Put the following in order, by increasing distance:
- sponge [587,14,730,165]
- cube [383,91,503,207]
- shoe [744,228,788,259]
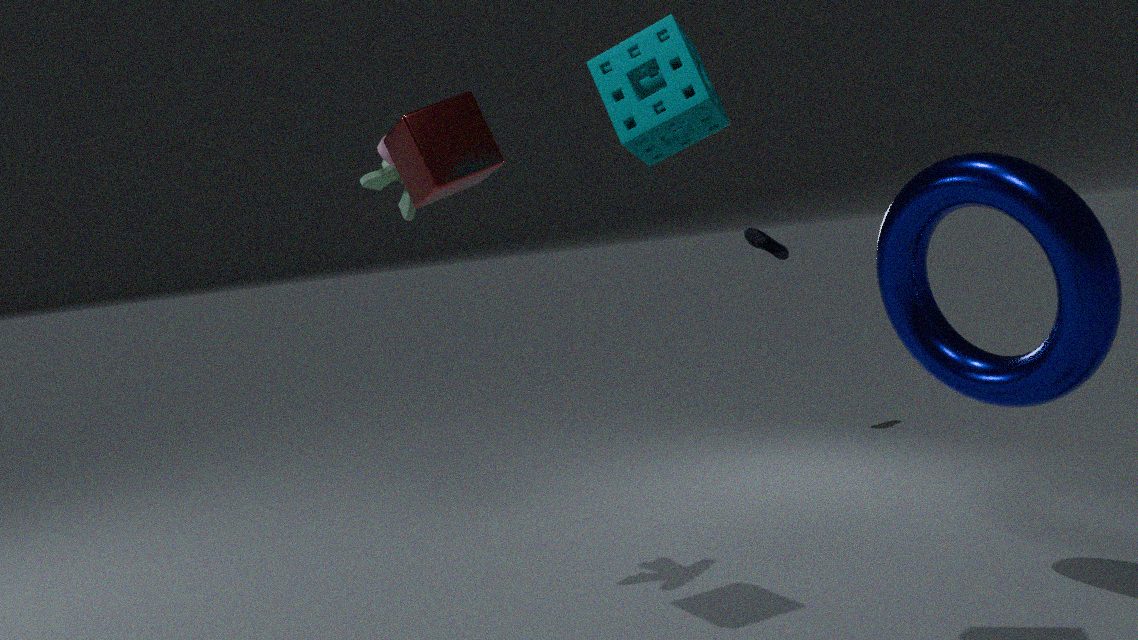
sponge [587,14,730,165] → cube [383,91,503,207] → shoe [744,228,788,259]
